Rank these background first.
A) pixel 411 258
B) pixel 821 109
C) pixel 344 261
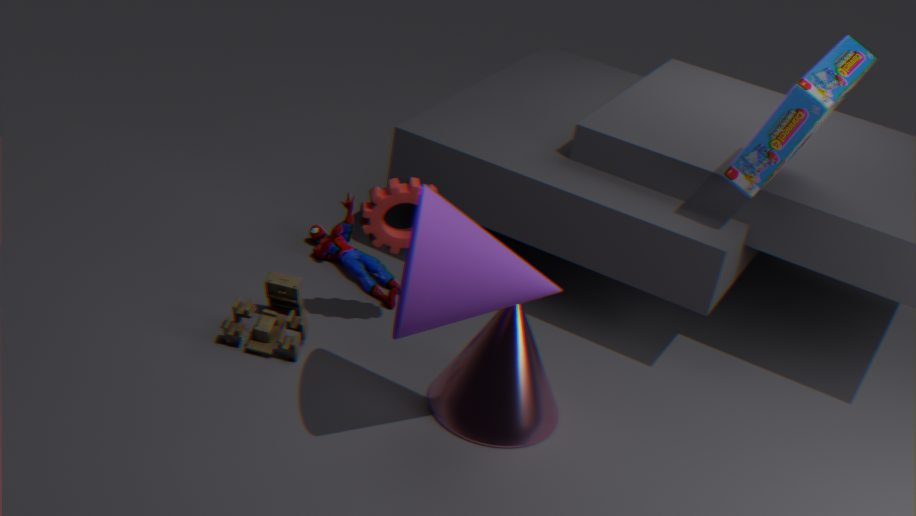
pixel 344 261, pixel 821 109, pixel 411 258
